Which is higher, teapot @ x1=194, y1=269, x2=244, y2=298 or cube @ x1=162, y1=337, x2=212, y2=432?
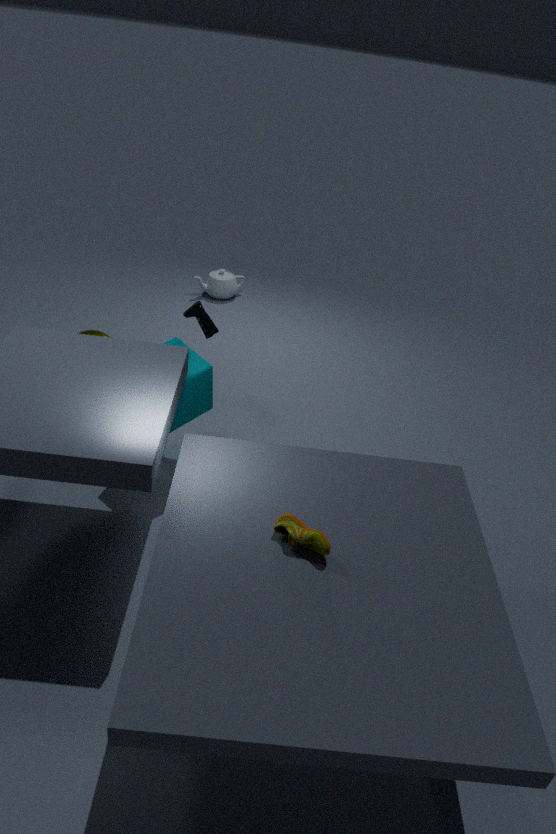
cube @ x1=162, y1=337, x2=212, y2=432
